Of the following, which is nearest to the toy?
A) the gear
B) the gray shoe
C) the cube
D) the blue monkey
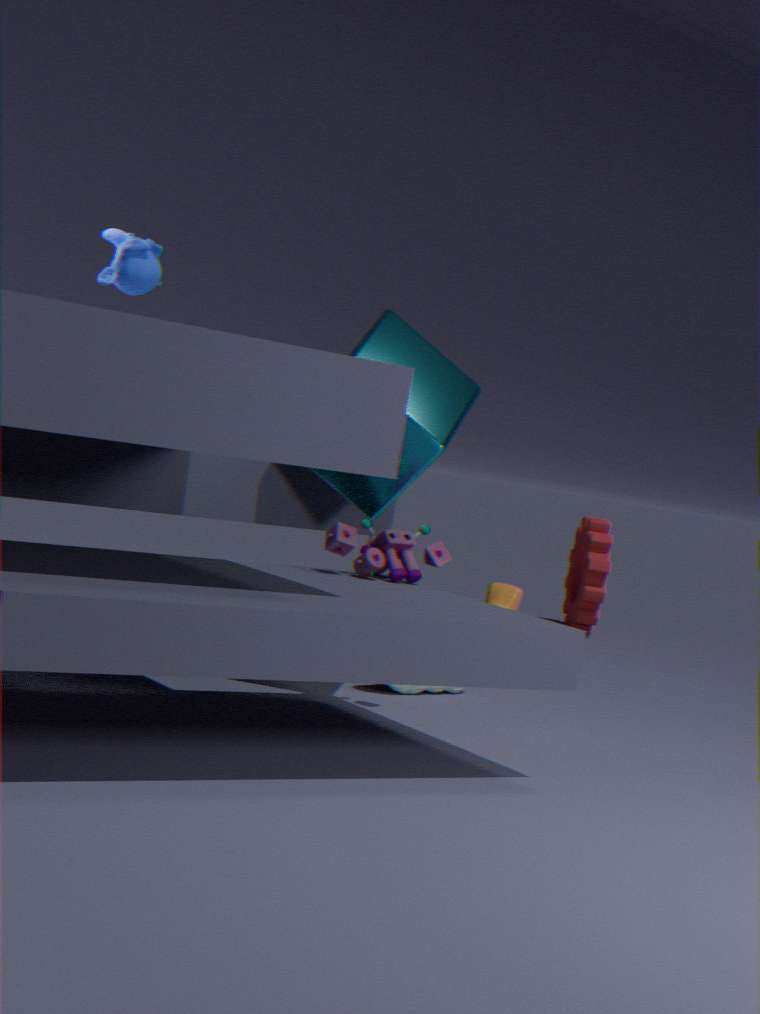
the cube
